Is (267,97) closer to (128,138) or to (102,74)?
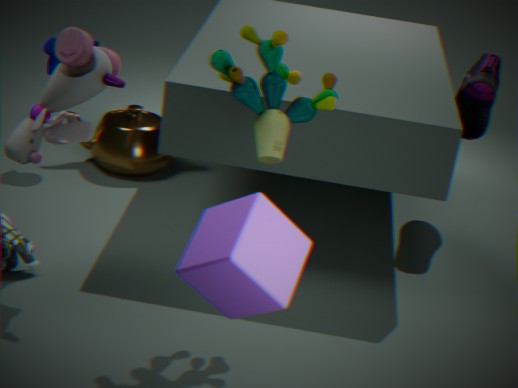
(102,74)
